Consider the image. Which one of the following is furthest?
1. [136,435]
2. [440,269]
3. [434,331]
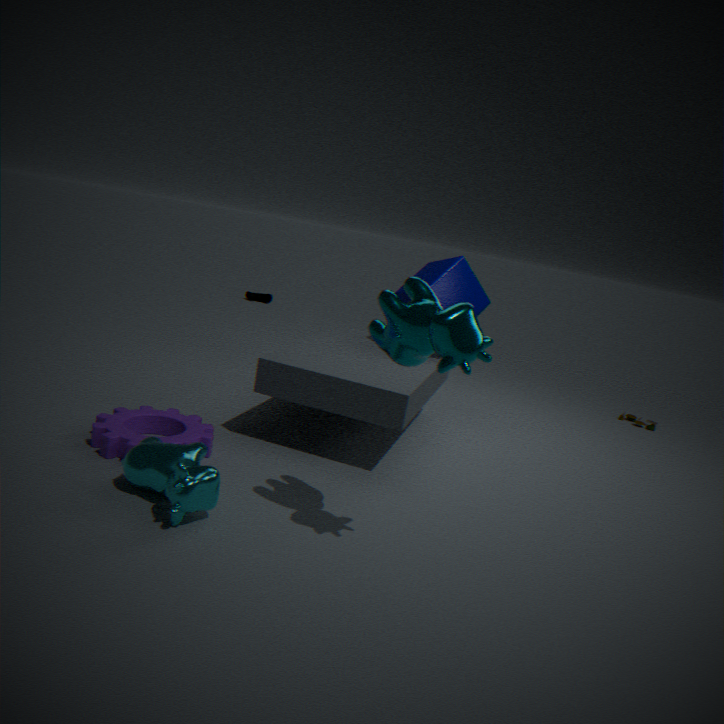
[440,269]
